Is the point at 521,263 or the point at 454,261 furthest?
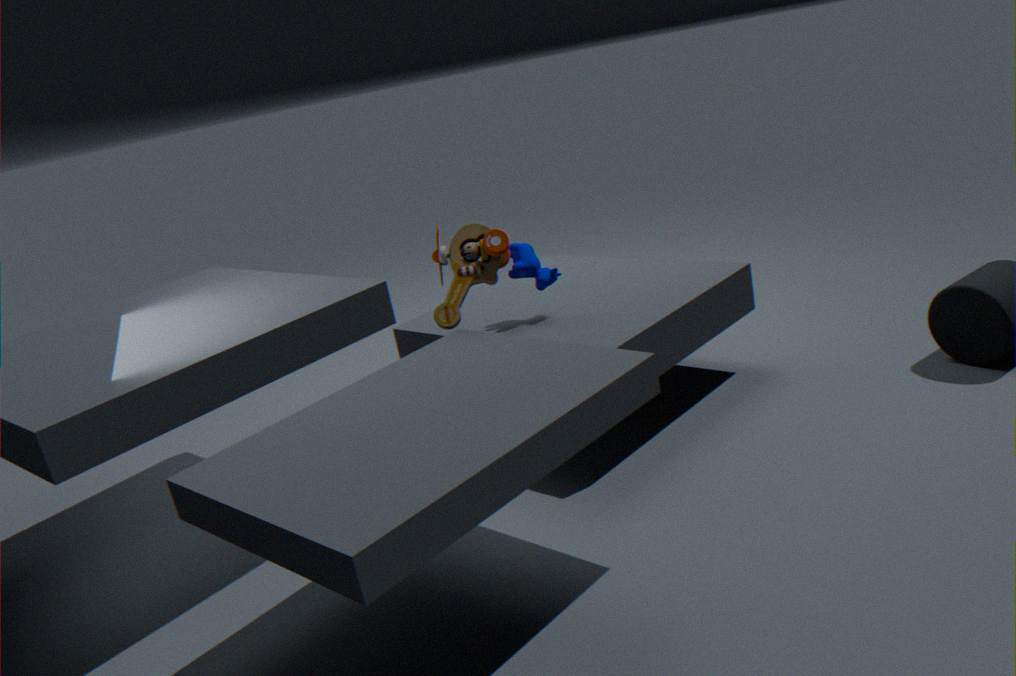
the point at 521,263
